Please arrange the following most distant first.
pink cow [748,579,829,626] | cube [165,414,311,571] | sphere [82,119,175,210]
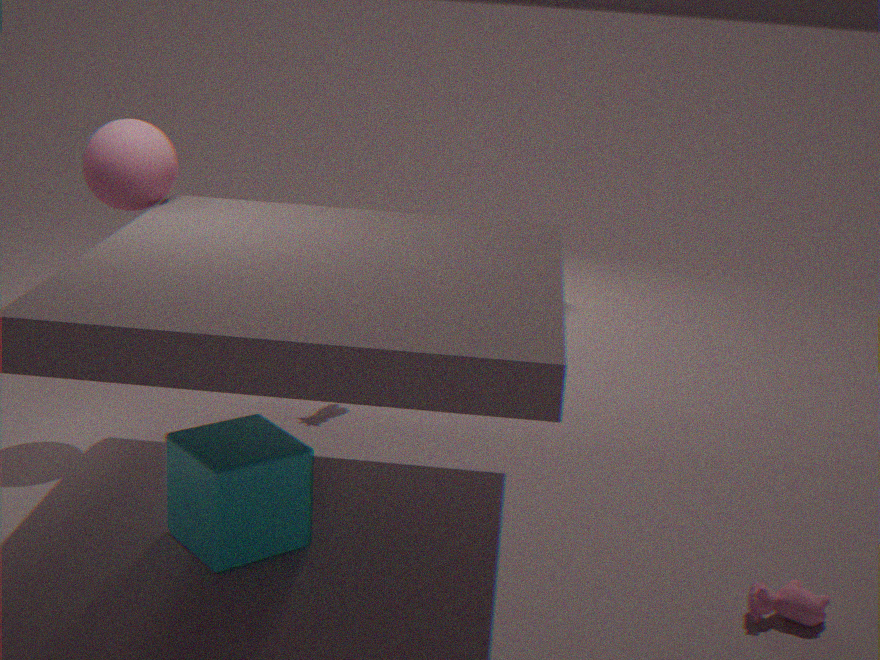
sphere [82,119,175,210], cube [165,414,311,571], pink cow [748,579,829,626]
